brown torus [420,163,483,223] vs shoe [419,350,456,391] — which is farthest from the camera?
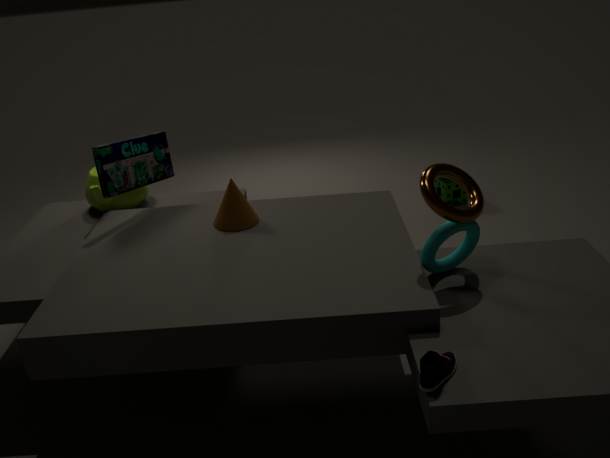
brown torus [420,163,483,223]
